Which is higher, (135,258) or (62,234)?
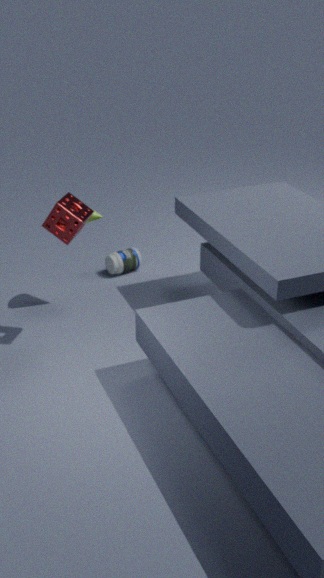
(62,234)
